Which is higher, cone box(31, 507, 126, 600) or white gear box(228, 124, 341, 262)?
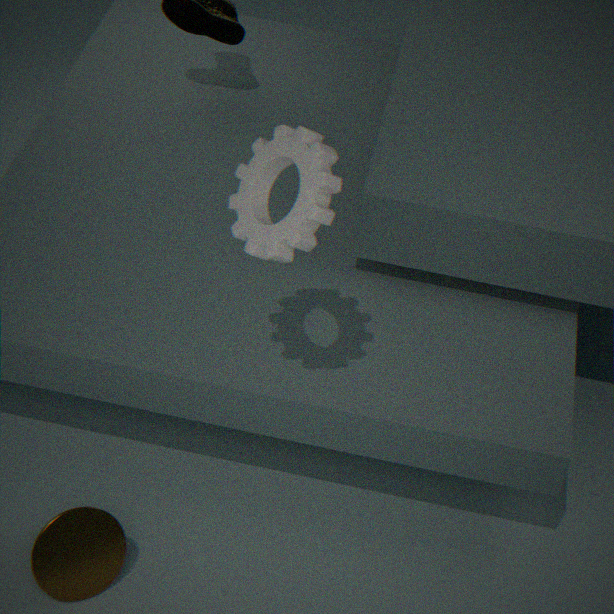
white gear box(228, 124, 341, 262)
